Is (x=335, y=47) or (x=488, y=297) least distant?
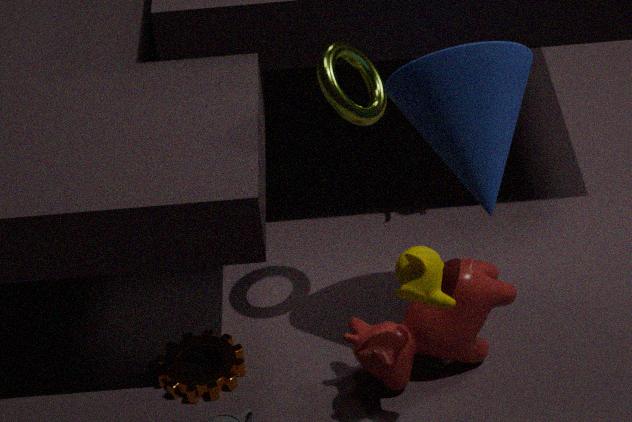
(x=335, y=47)
